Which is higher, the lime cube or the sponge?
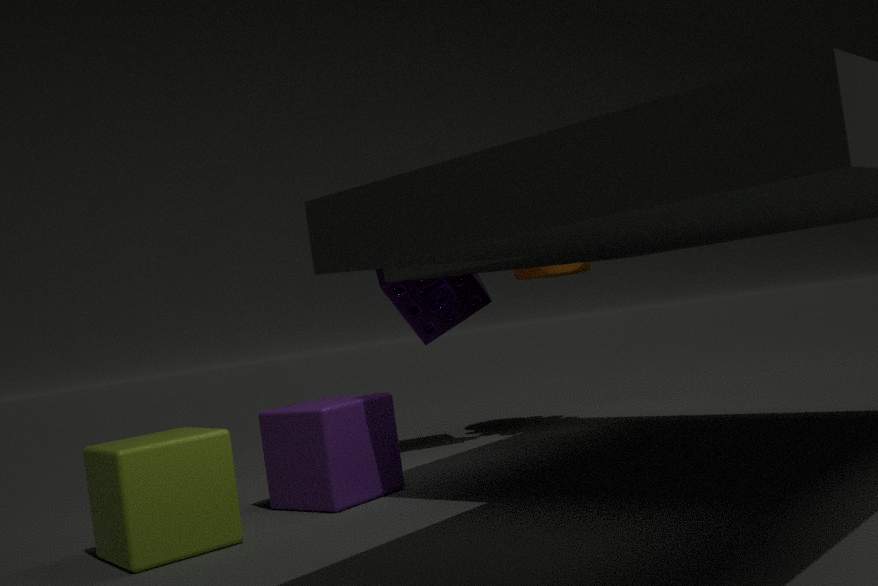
the sponge
